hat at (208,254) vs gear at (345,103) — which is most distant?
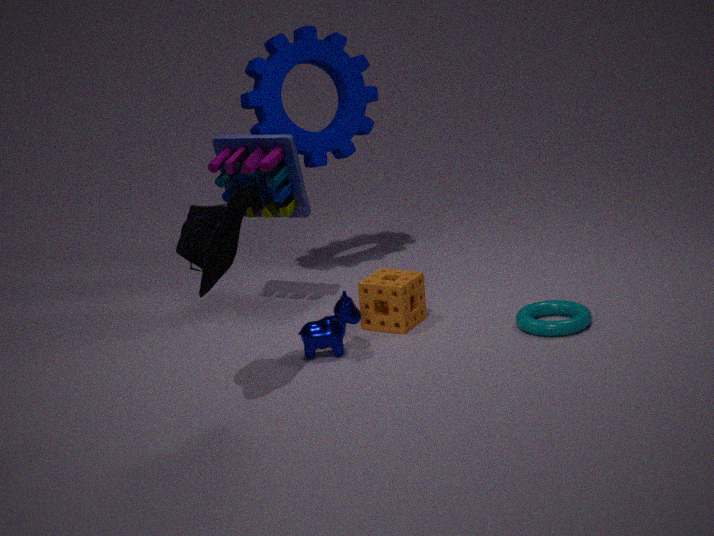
gear at (345,103)
